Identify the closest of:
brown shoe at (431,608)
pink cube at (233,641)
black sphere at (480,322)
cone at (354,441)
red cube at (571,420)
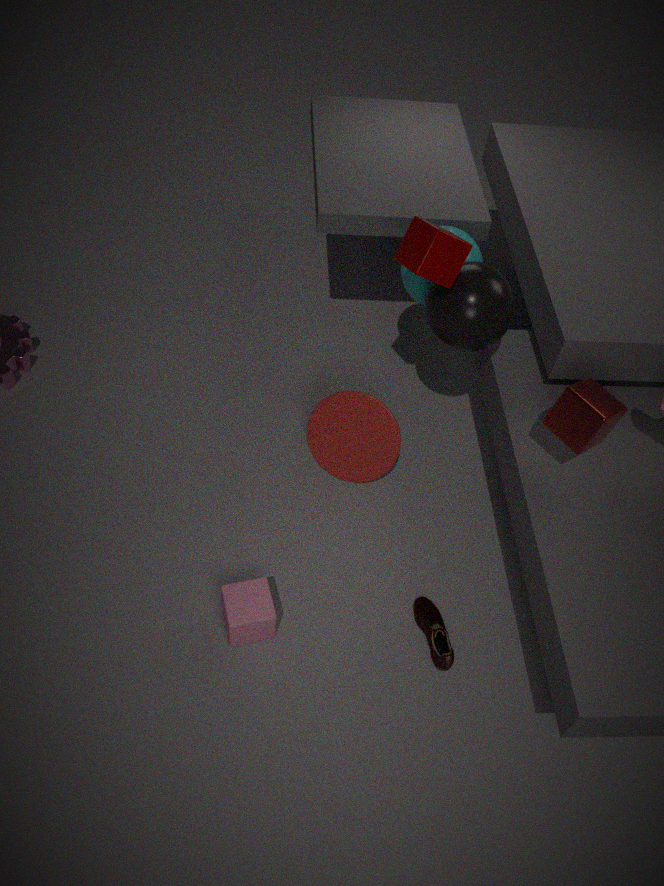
red cube at (571,420)
